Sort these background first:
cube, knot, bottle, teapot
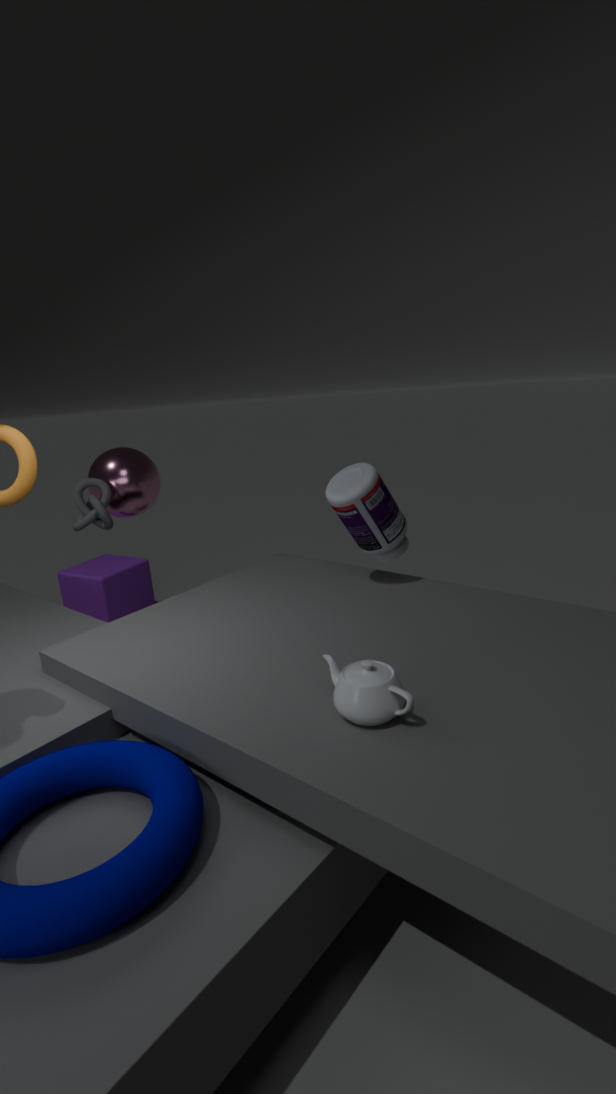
cube, knot, bottle, teapot
